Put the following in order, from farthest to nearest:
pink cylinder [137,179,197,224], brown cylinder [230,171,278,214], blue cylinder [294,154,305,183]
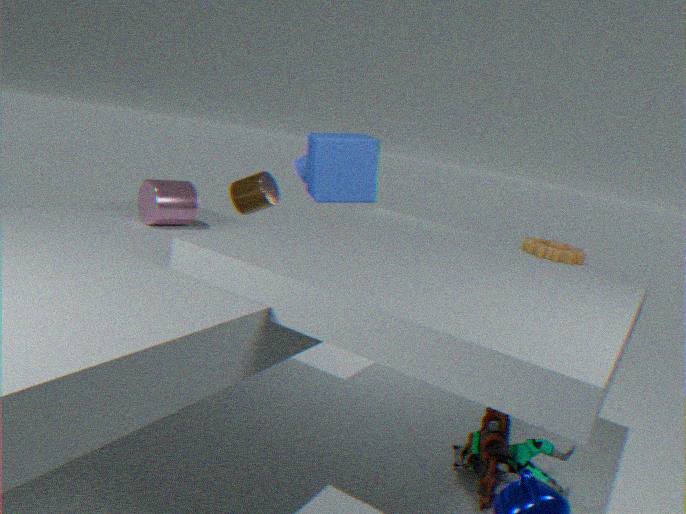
blue cylinder [294,154,305,183] < brown cylinder [230,171,278,214] < pink cylinder [137,179,197,224]
